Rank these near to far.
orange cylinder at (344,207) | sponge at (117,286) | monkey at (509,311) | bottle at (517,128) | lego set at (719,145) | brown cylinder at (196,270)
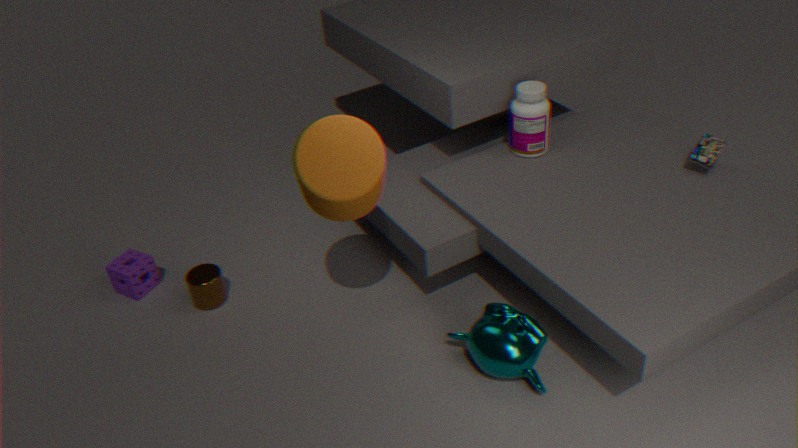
orange cylinder at (344,207)
monkey at (509,311)
lego set at (719,145)
brown cylinder at (196,270)
bottle at (517,128)
sponge at (117,286)
